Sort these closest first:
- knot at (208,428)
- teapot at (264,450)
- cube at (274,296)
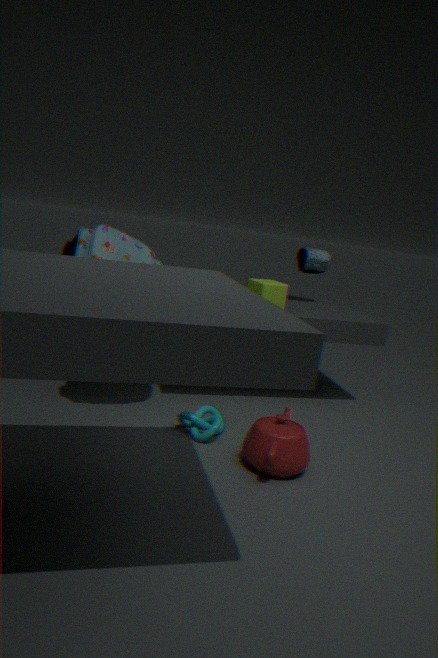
teapot at (264,450)
knot at (208,428)
cube at (274,296)
